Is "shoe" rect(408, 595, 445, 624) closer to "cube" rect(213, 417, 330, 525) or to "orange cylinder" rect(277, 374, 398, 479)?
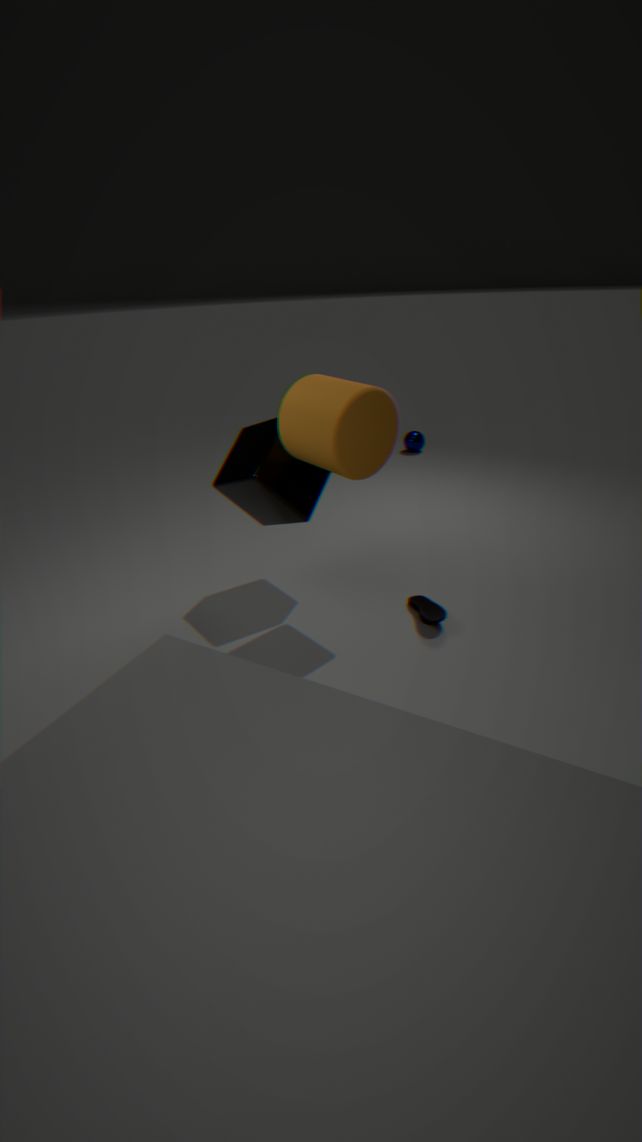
"cube" rect(213, 417, 330, 525)
